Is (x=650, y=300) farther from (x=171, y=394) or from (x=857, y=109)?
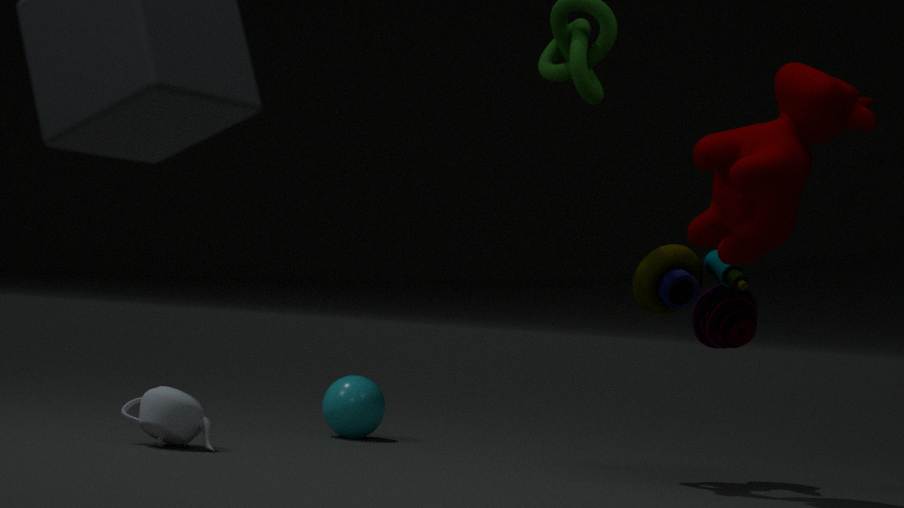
(x=171, y=394)
